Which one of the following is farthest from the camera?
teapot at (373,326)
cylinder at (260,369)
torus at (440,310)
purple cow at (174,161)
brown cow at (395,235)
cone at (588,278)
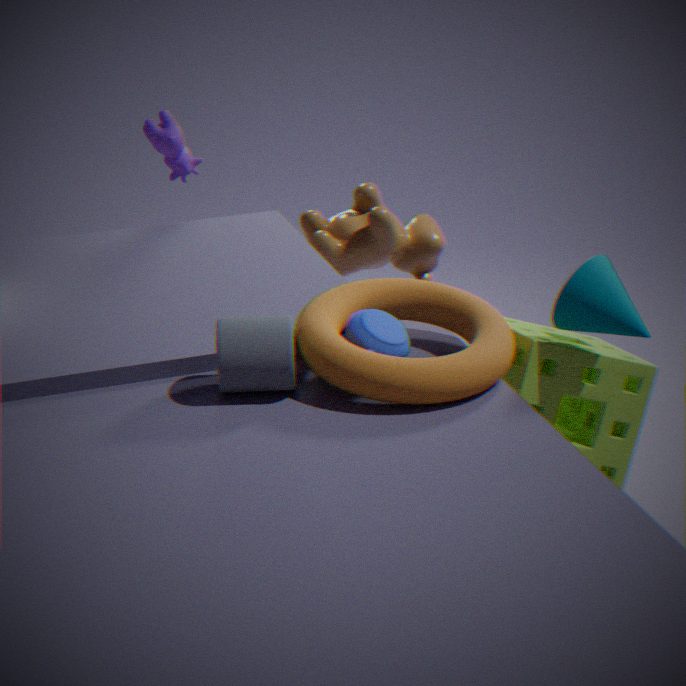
brown cow at (395,235)
